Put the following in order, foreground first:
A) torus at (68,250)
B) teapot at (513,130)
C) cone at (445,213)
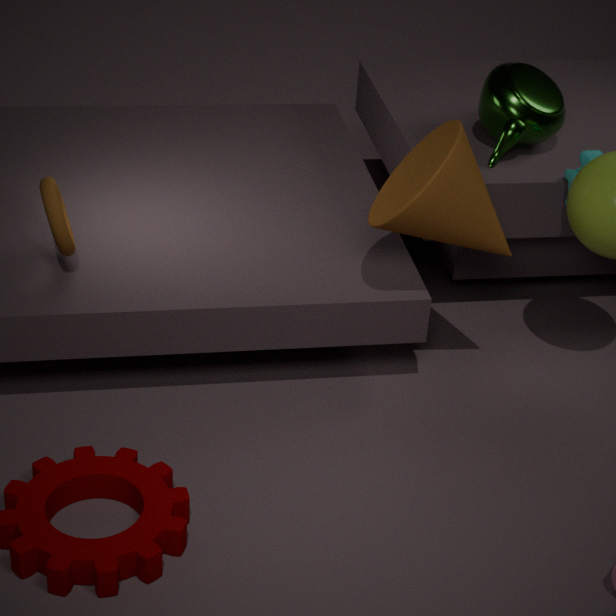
cone at (445,213) < torus at (68,250) < teapot at (513,130)
